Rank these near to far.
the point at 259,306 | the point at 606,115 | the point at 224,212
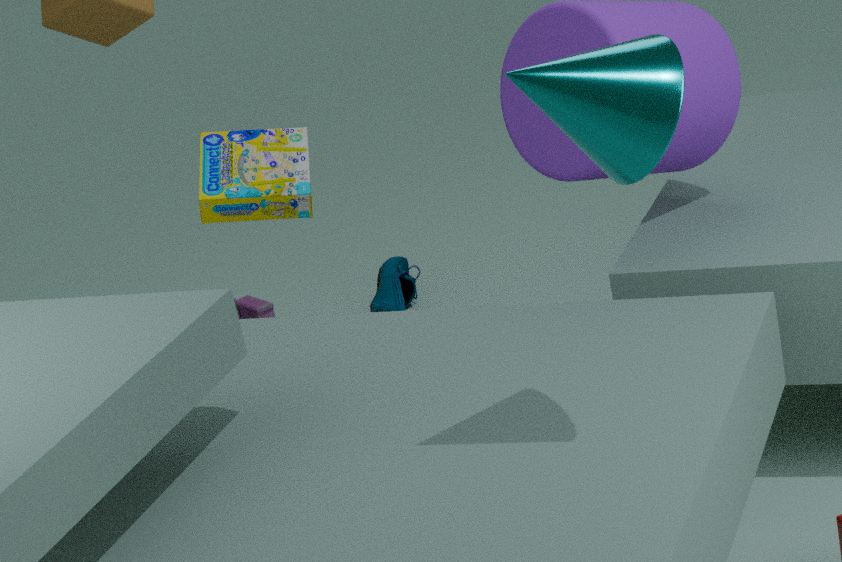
the point at 606,115, the point at 224,212, the point at 259,306
